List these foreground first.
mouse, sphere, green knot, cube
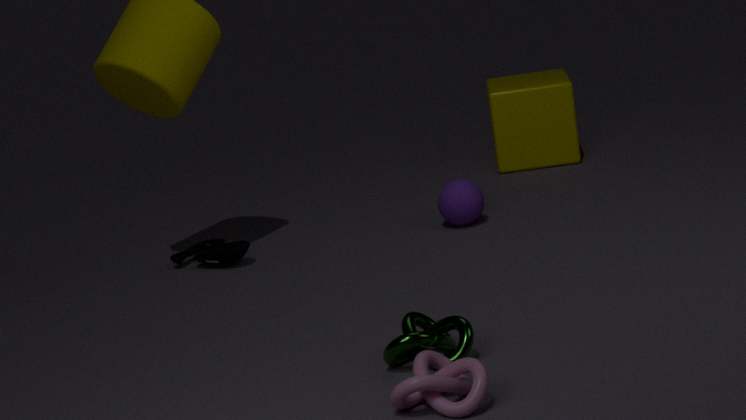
green knot
mouse
sphere
cube
